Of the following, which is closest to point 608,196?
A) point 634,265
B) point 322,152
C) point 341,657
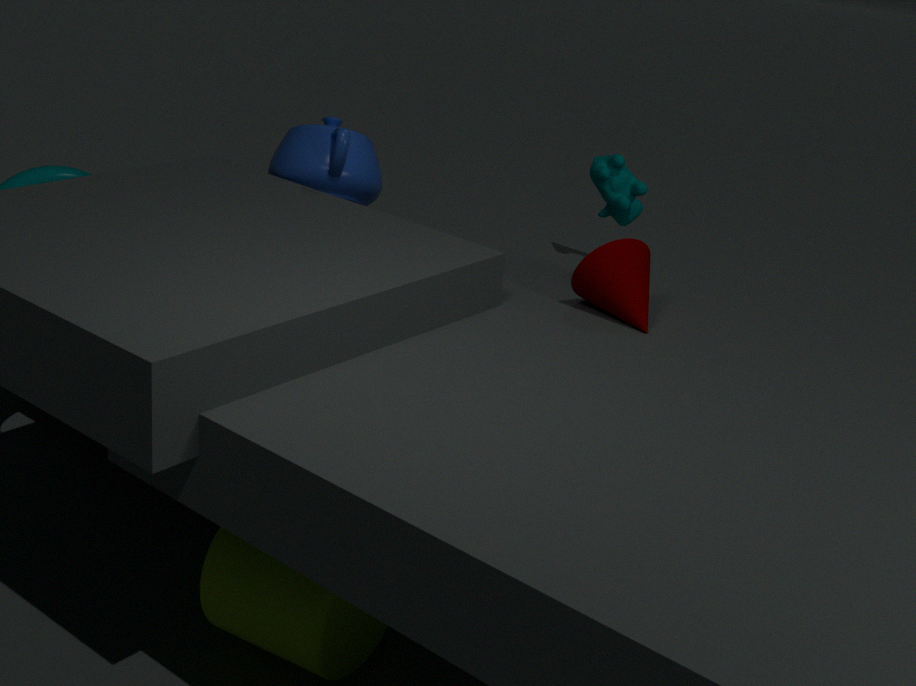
point 634,265
